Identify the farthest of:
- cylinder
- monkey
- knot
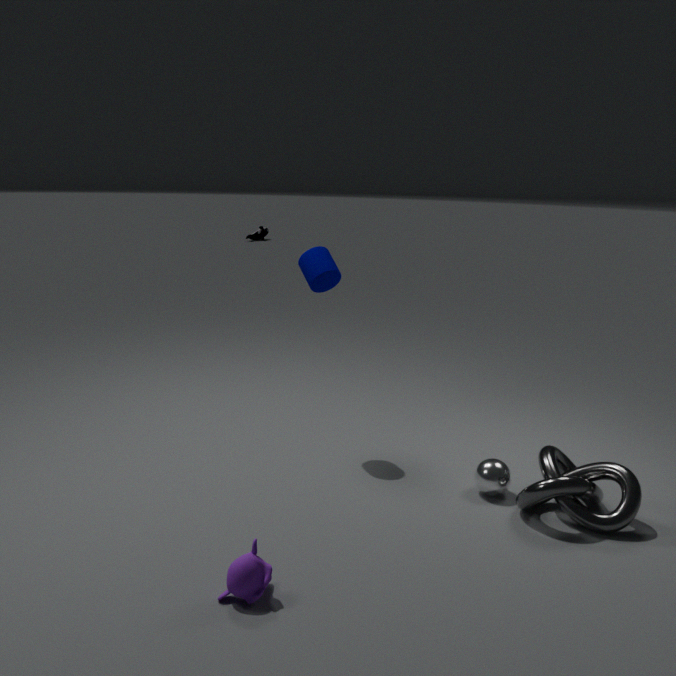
cylinder
